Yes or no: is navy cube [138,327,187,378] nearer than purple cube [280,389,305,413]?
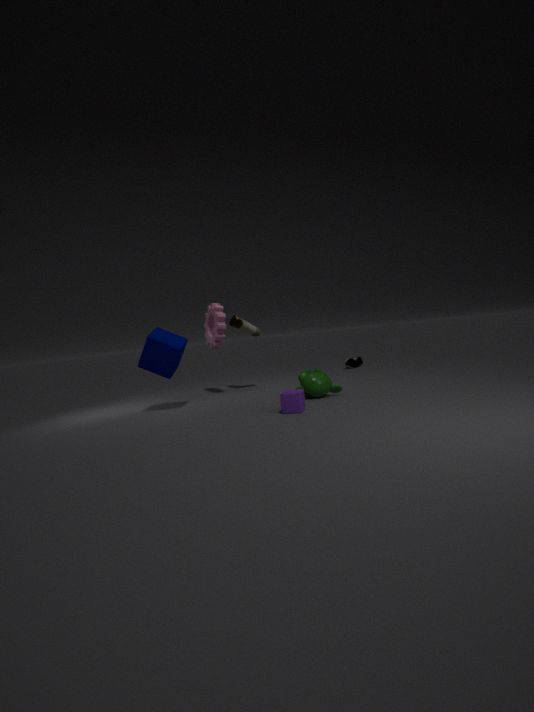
No
